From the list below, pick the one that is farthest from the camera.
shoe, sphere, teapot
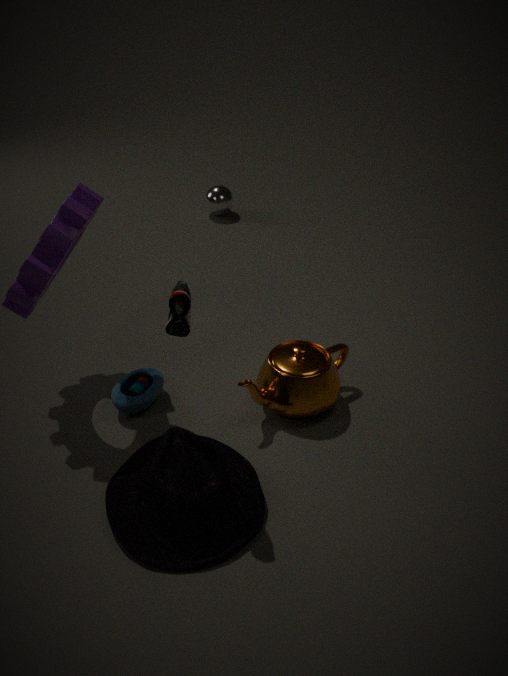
sphere
